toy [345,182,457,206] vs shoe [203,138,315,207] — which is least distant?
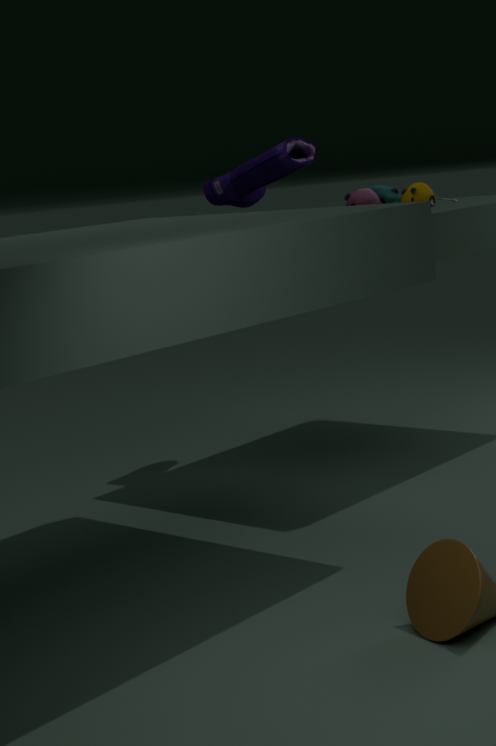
A: shoe [203,138,315,207]
